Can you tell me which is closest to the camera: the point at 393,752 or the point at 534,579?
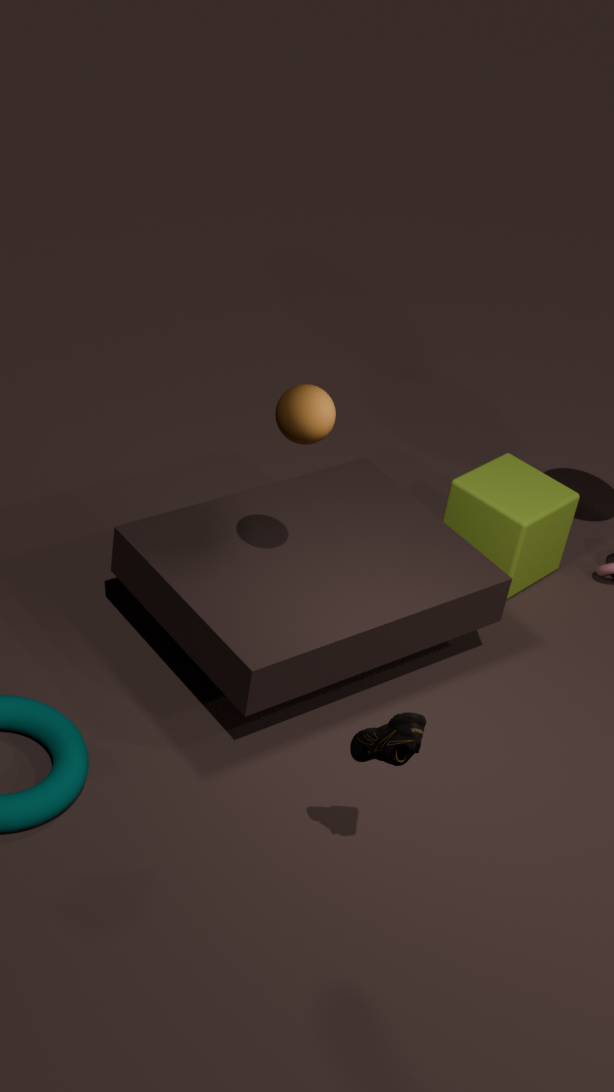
the point at 393,752
